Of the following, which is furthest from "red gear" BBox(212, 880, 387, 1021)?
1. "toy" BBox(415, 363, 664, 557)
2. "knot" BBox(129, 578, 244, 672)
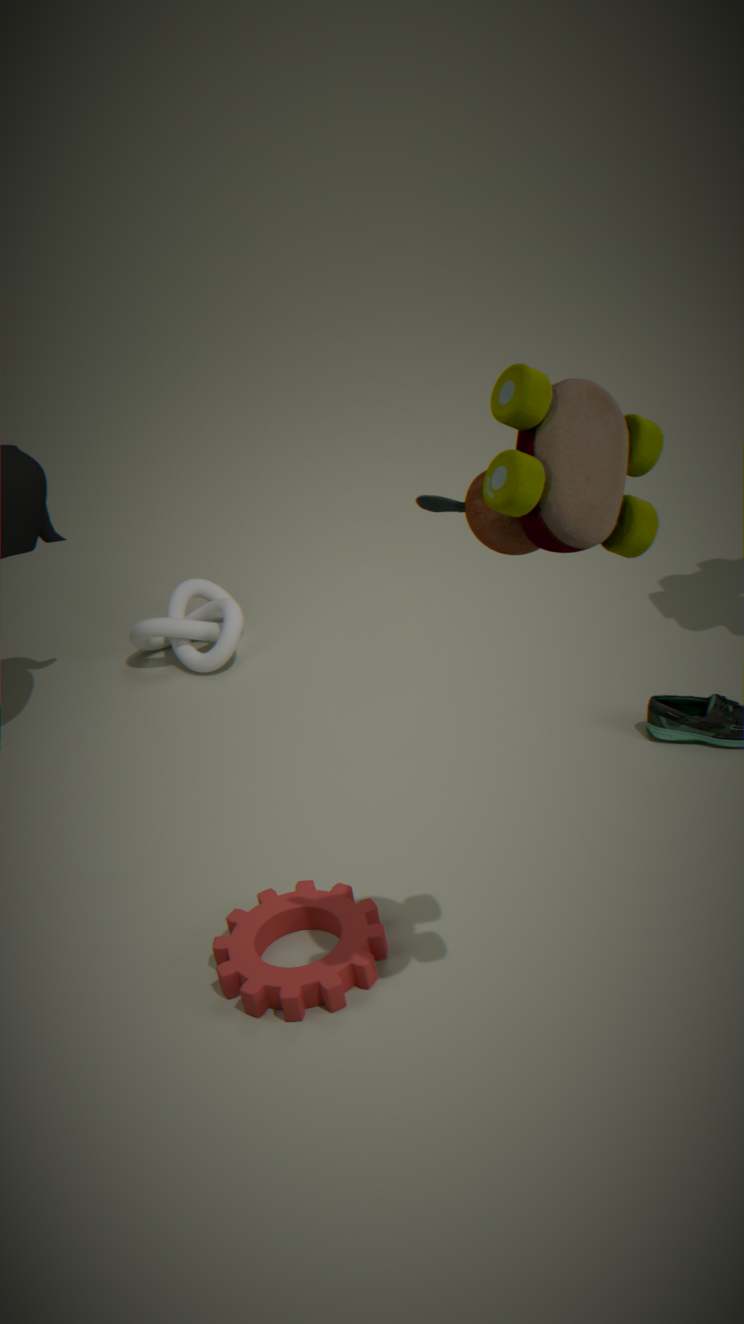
"knot" BBox(129, 578, 244, 672)
